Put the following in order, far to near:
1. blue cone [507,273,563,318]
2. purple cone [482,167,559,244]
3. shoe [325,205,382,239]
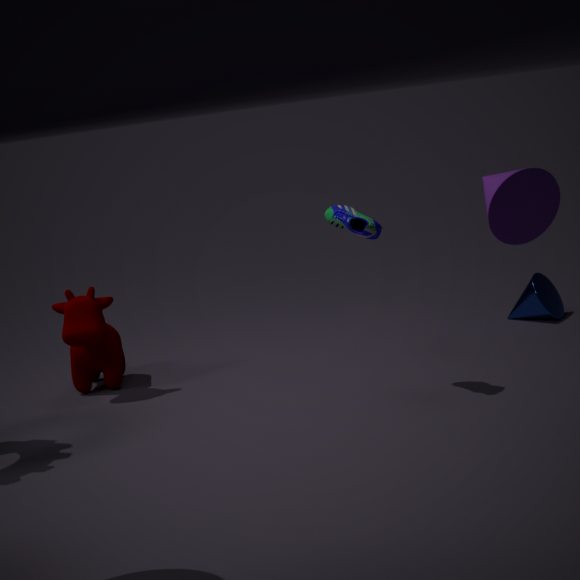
blue cone [507,273,563,318] < shoe [325,205,382,239] < purple cone [482,167,559,244]
